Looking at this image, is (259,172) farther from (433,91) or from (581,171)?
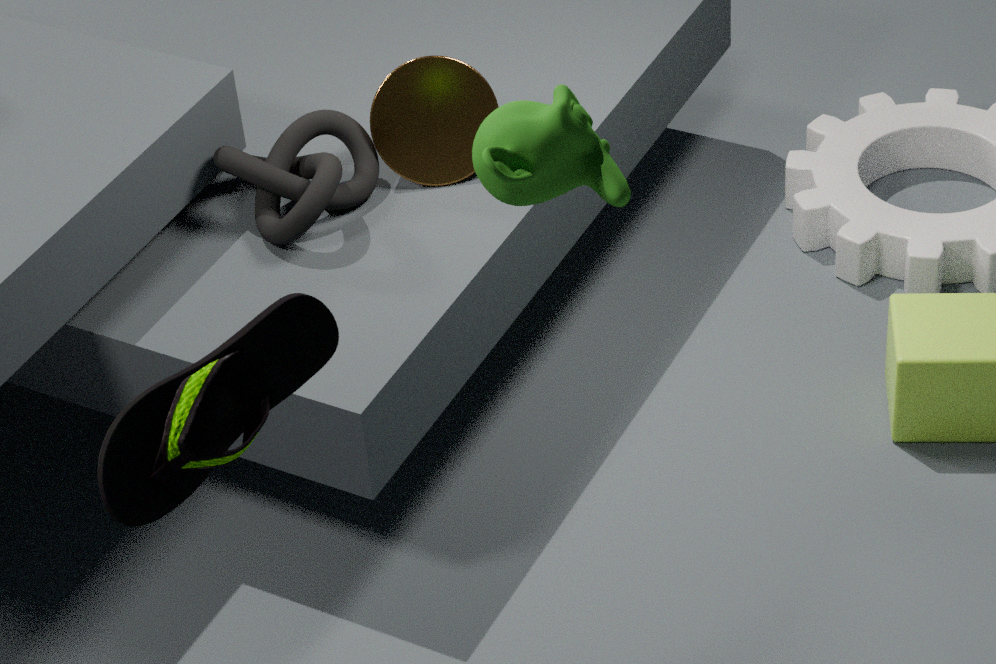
(581,171)
